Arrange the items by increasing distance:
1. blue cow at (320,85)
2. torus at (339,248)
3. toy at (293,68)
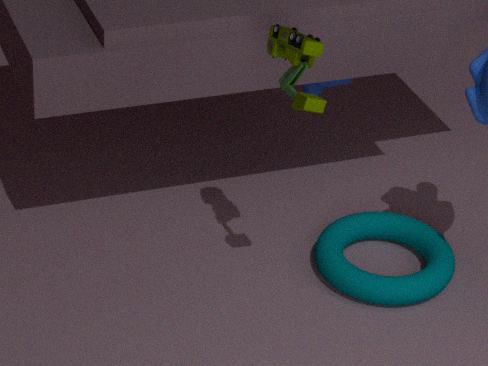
1. toy at (293,68)
2. torus at (339,248)
3. blue cow at (320,85)
